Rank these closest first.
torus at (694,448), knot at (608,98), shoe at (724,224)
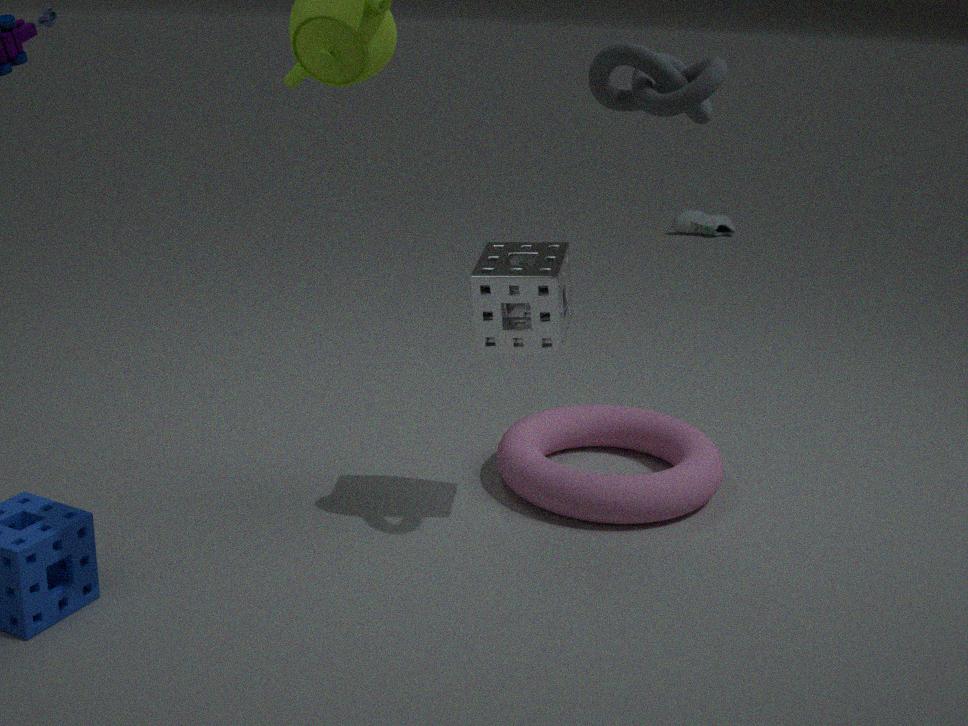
knot at (608,98) < torus at (694,448) < shoe at (724,224)
